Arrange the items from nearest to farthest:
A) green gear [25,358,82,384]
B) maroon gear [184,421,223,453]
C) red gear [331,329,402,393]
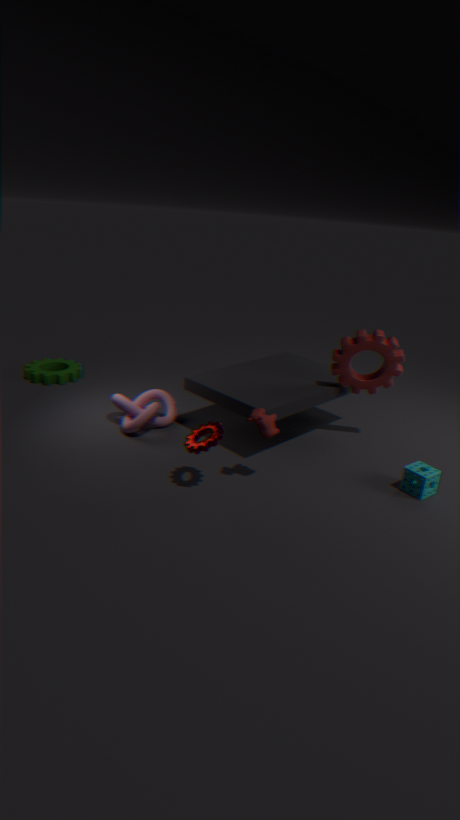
maroon gear [184,421,223,453], red gear [331,329,402,393], green gear [25,358,82,384]
